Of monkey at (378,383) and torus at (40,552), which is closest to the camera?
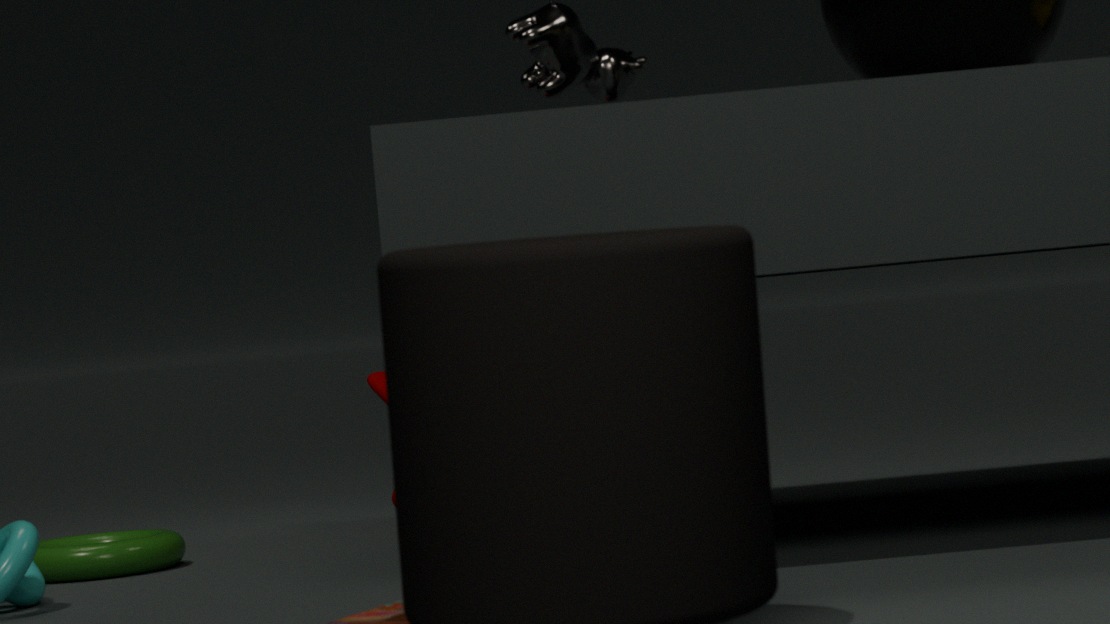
torus at (40,552)
